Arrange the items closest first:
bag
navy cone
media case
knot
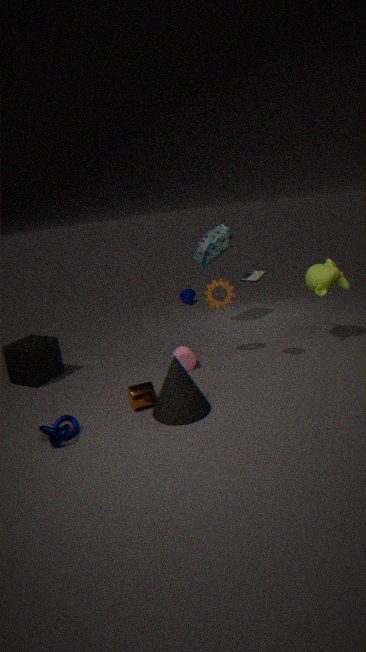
knot → media case → bag → navy cone
